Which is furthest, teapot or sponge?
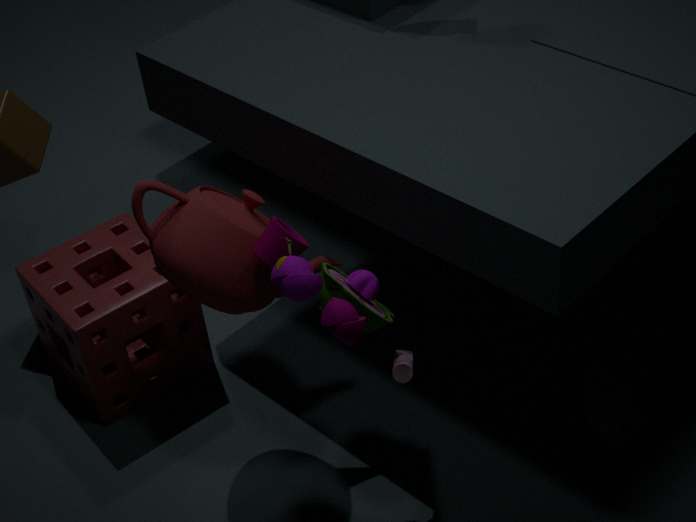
sponge
